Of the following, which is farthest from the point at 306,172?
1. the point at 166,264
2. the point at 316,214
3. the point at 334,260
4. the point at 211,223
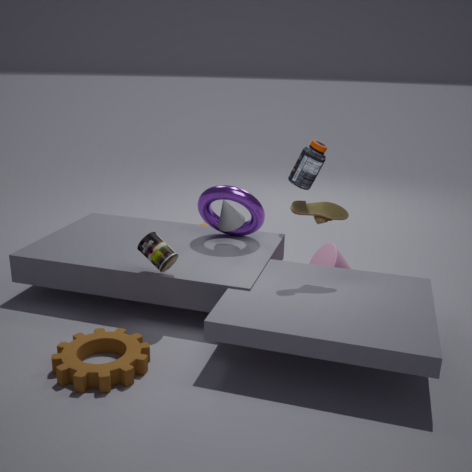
the point at 166,264
